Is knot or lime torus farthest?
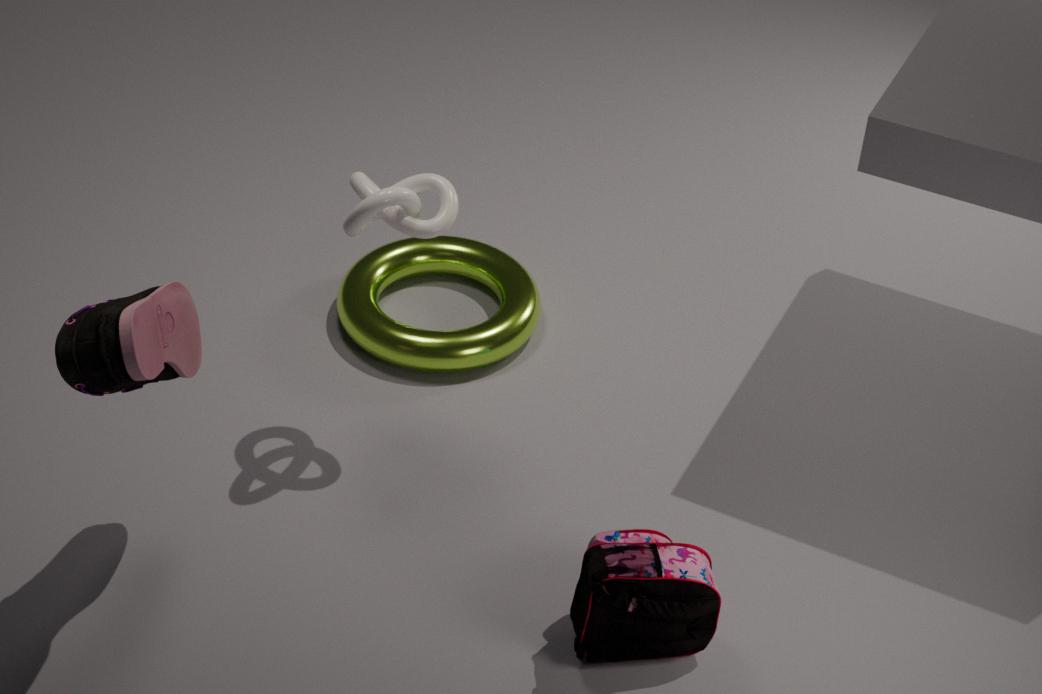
lime torus
